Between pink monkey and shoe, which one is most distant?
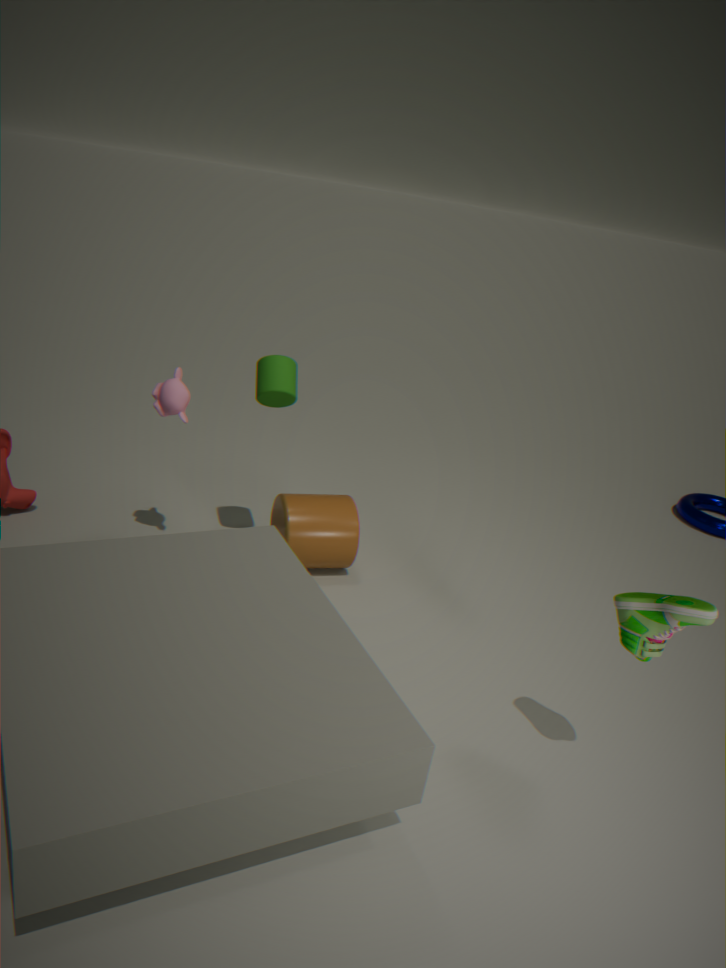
pink monkey
